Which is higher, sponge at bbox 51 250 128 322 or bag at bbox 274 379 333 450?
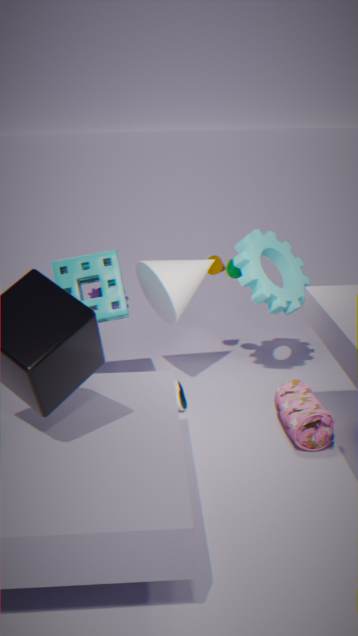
sponge at bbox 51 250 128 322
